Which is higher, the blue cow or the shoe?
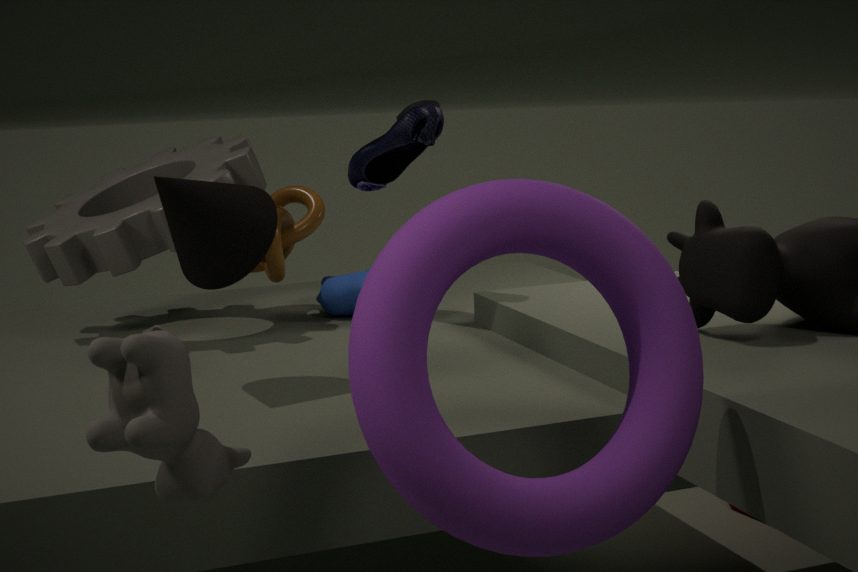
the shoe
